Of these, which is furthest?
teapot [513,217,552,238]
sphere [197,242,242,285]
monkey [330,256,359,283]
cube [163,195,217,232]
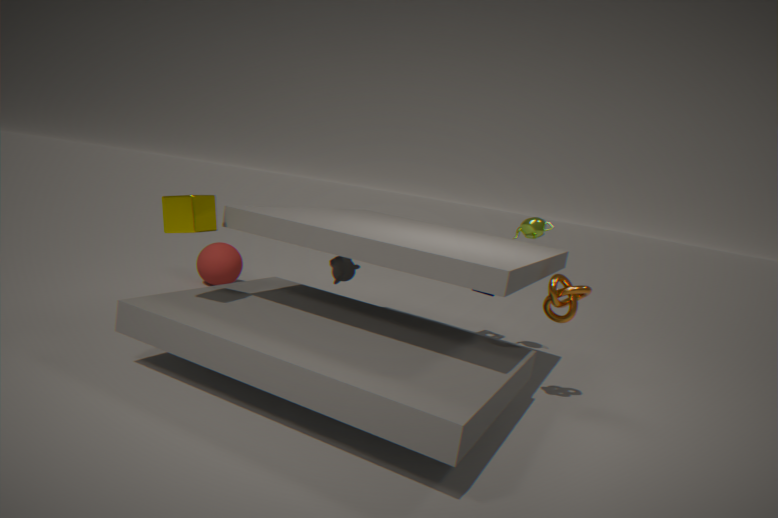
sphere [197,242,242,285]
